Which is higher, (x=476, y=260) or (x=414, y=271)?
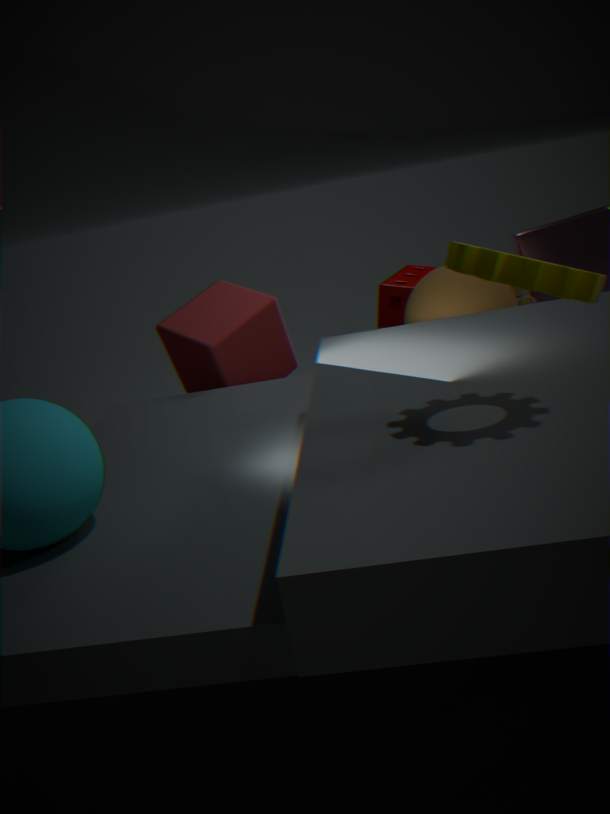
(x=476, y=260)
